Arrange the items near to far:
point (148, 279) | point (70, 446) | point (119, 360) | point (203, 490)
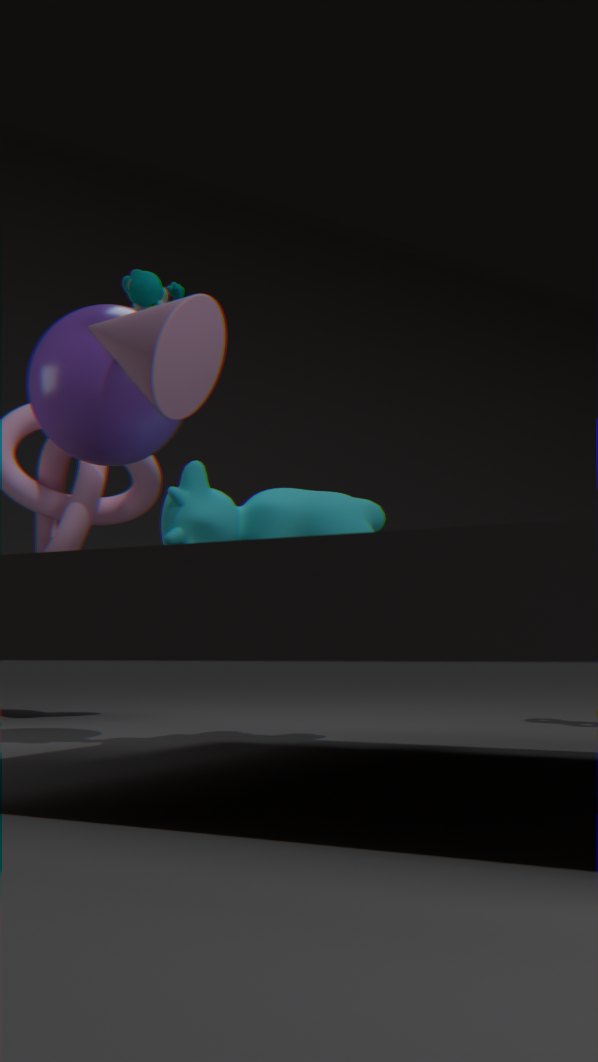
point (119, 360), point (148, 279), point (203, 490), point (70, 446)
